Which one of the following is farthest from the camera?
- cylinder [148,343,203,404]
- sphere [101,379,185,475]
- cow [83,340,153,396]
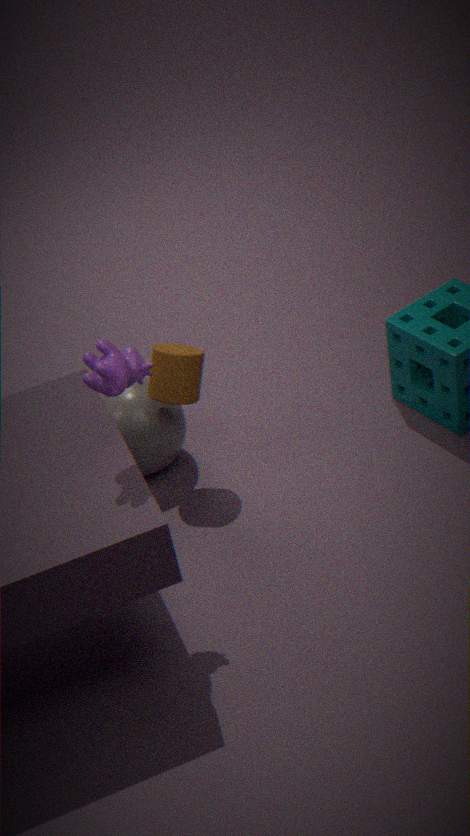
sphere [101,379,185,475]
